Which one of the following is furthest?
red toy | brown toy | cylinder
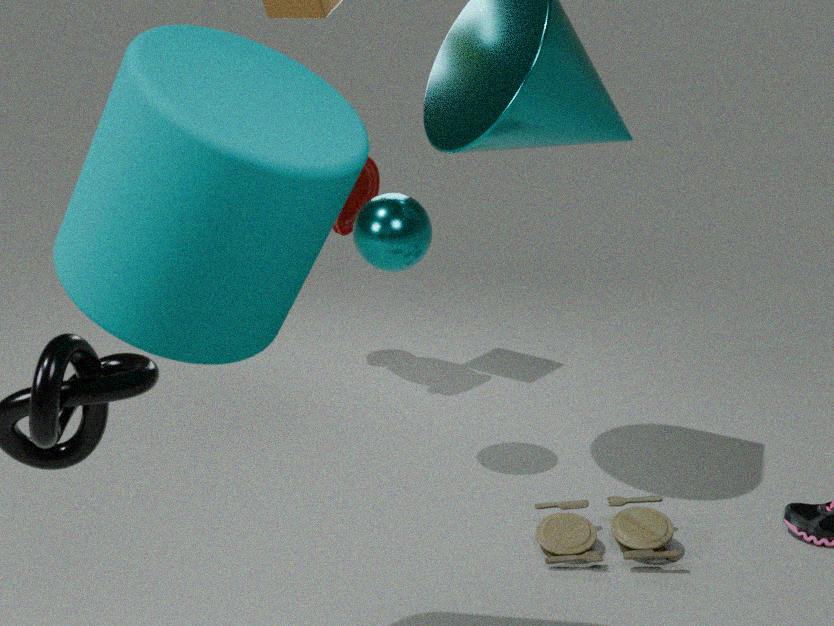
red toy
